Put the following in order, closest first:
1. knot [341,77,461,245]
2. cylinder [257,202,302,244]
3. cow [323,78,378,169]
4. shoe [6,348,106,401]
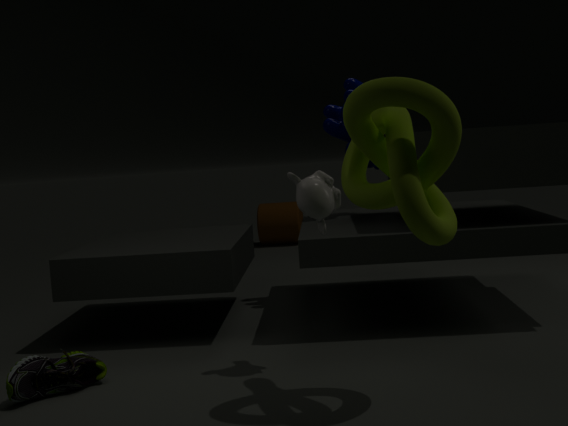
knot [341,77,461,245] → shoe [6,348,106,401] → cow [323,78,378,169] → cylinder [257,202,302,244]
